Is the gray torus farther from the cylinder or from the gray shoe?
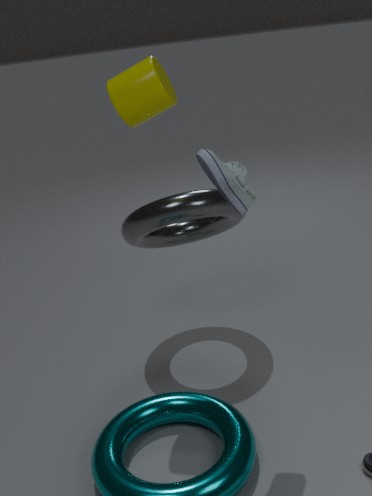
the gray shoe
